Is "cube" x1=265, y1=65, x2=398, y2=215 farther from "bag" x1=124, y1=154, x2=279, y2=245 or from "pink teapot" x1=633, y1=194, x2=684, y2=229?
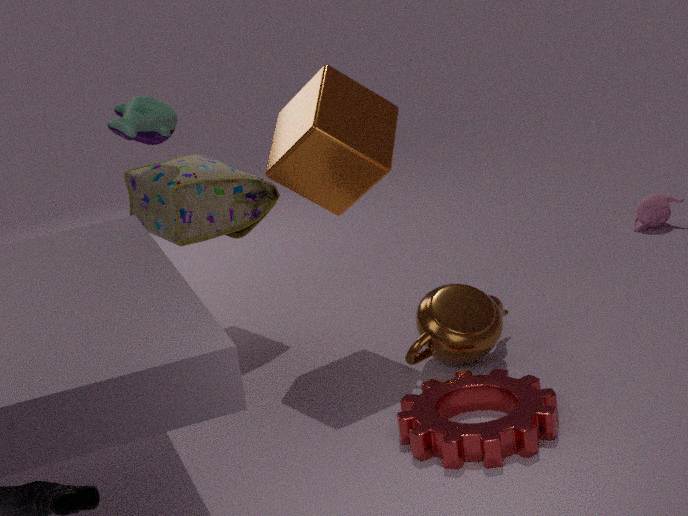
"pink teapot" x1=633, y1=194, x2=684, y2=229
